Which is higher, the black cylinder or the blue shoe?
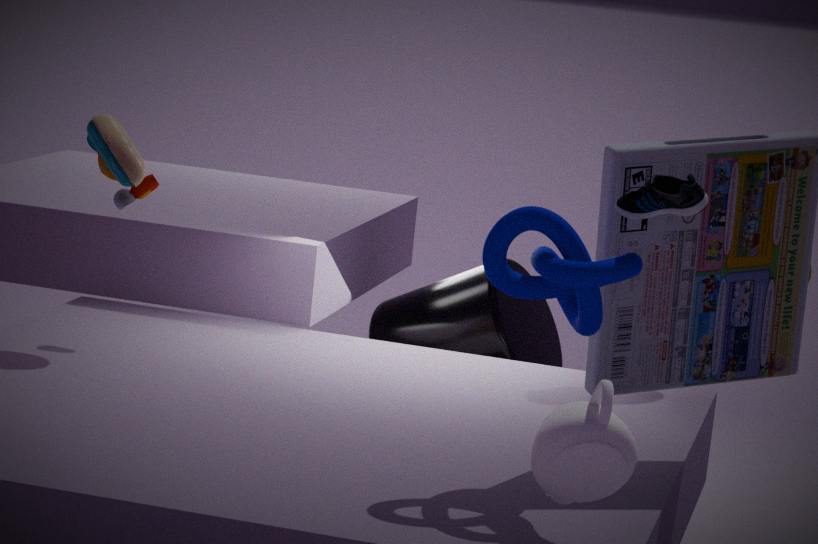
the blue shoe
